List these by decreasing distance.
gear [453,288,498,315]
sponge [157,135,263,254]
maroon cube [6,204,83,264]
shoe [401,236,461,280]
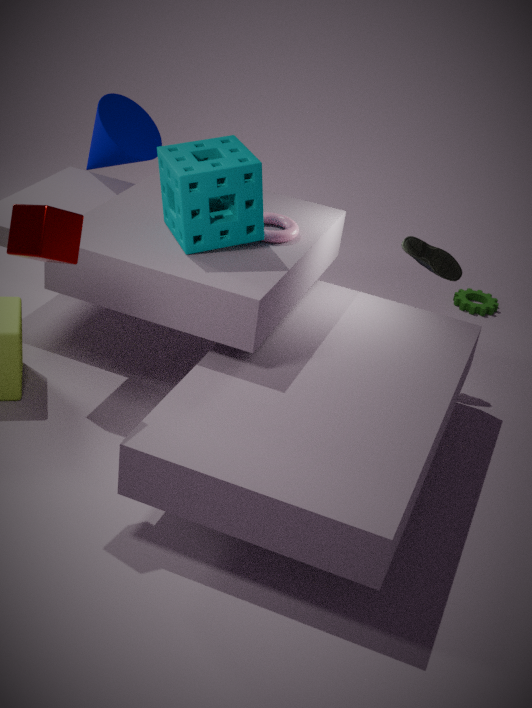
gear [453,288,498,315], shoe [401,236,461,280], sponge [157,135,263,254], maroon cube [6,204,83,264]
